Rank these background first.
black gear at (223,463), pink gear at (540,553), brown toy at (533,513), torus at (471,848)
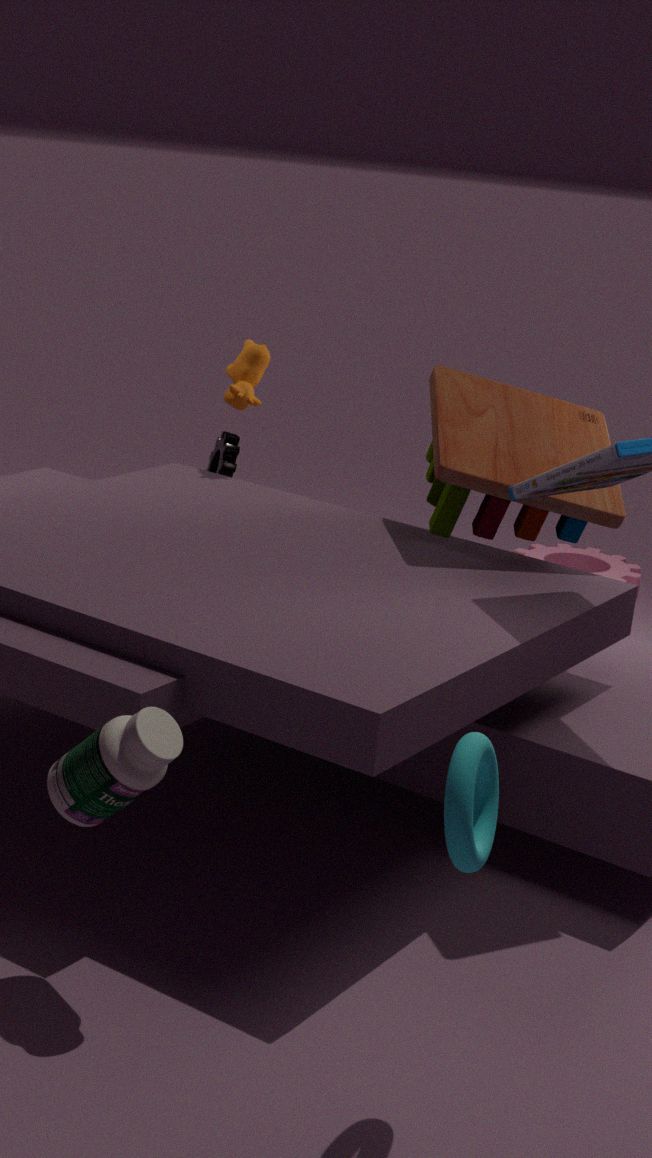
pink gear at (540,553) < black gear at (223,463) < brown toy at (533,513) < torus at (471,848)
